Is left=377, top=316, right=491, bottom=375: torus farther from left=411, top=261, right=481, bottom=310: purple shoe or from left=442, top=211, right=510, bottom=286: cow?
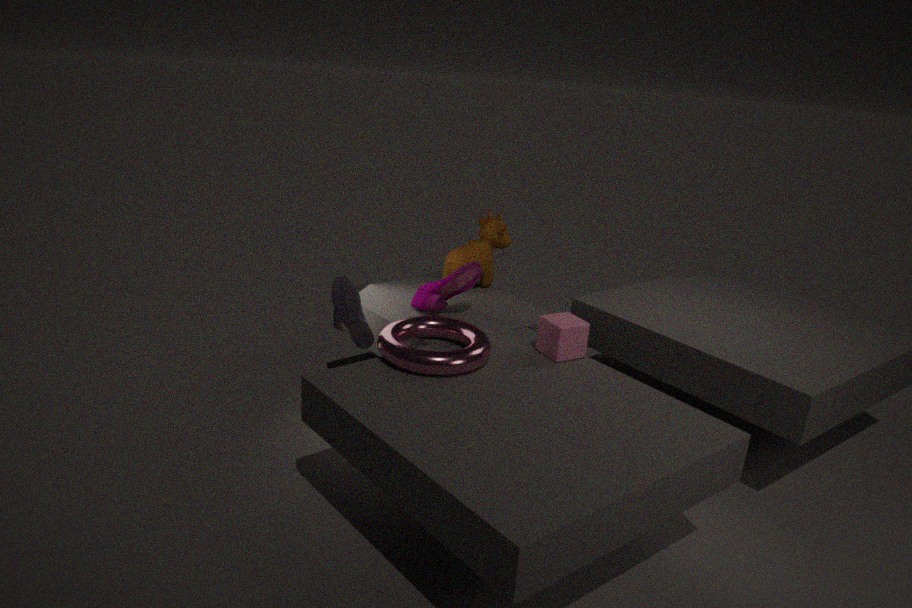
left=442, top=211, right=510, bottom=286: cow
